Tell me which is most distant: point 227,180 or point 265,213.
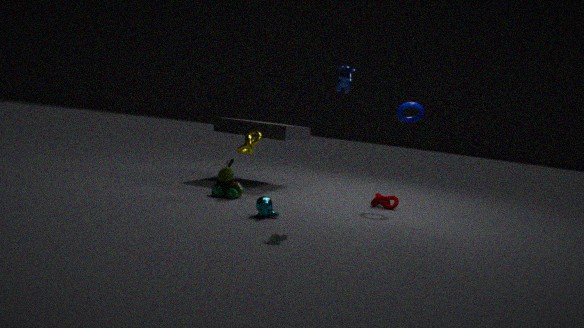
point 227,180
